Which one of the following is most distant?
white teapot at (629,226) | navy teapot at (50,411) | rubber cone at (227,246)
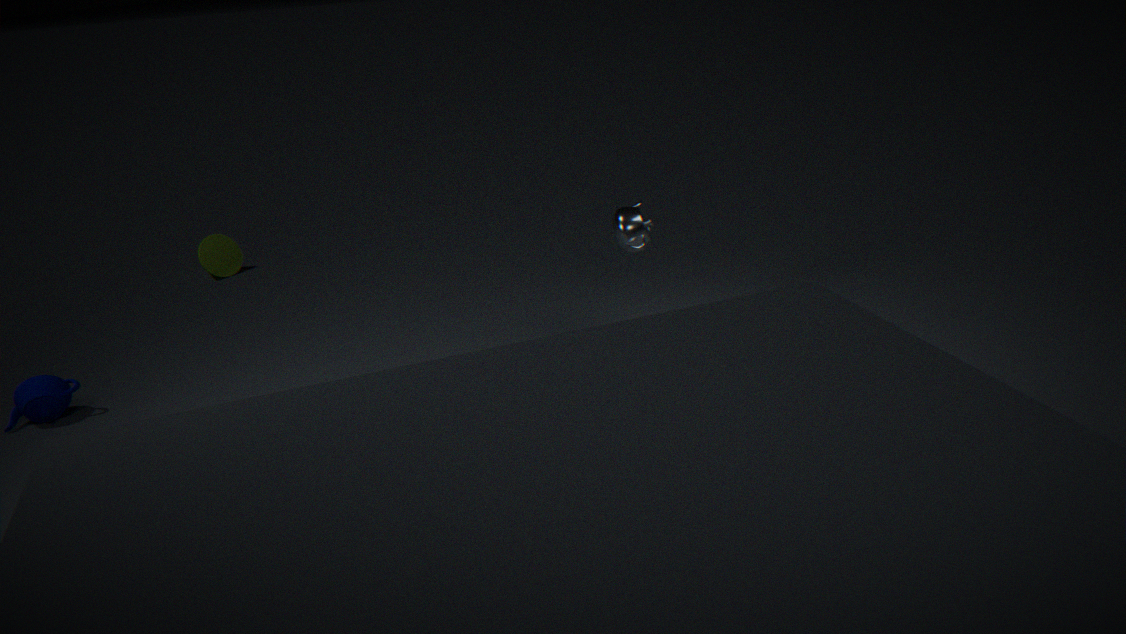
rubber cone at (227,246)
